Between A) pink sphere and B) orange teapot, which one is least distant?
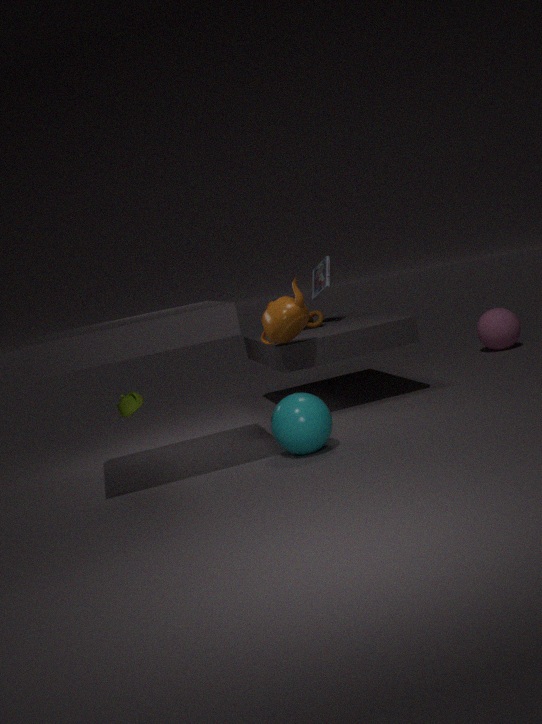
B. orange teapot
